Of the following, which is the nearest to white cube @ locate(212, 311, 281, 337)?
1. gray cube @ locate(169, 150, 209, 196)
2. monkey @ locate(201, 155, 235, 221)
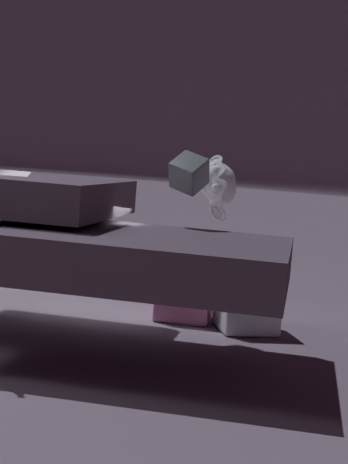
gray cube @ locate(169, 150, 209, 196)
